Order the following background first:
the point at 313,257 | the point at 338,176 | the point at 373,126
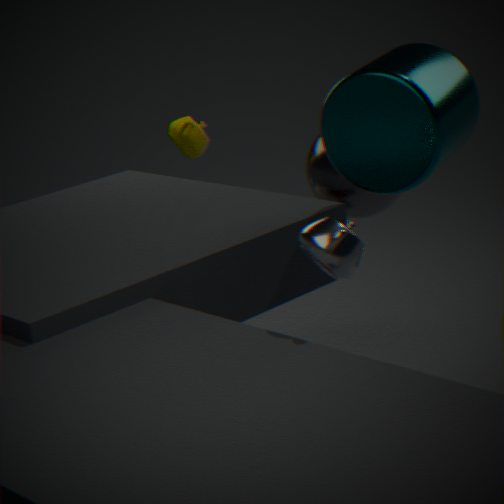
the point at 338,176 < the point at 373,126 < the point at 313,257
